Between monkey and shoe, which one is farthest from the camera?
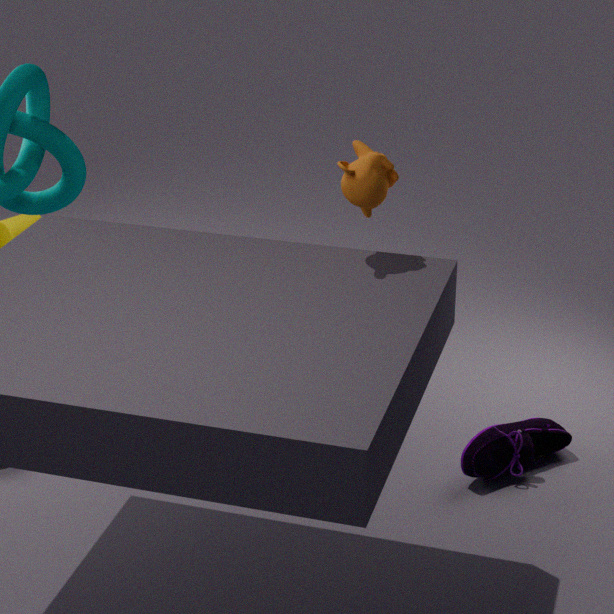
shoe
